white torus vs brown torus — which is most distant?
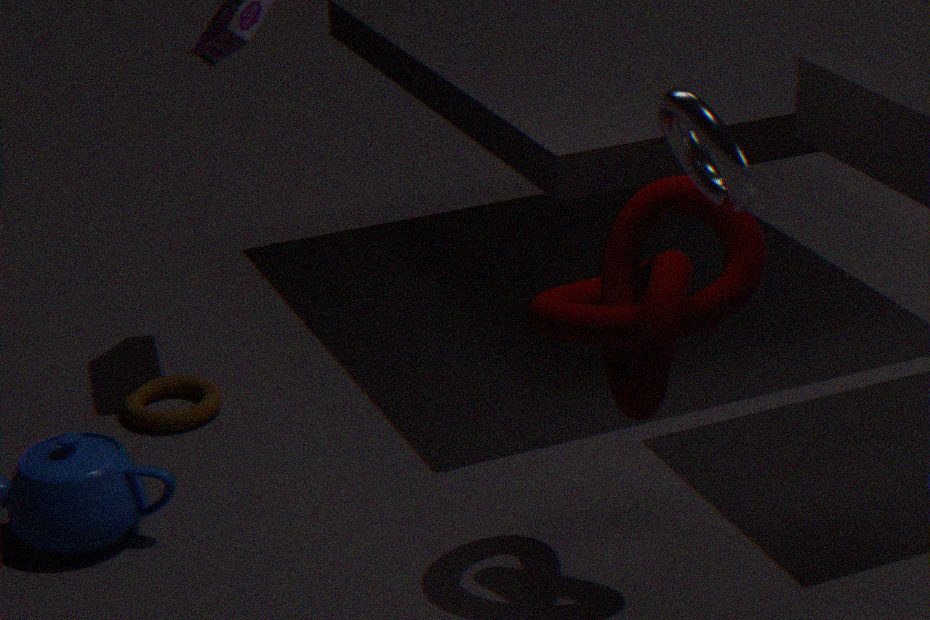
brown torus
